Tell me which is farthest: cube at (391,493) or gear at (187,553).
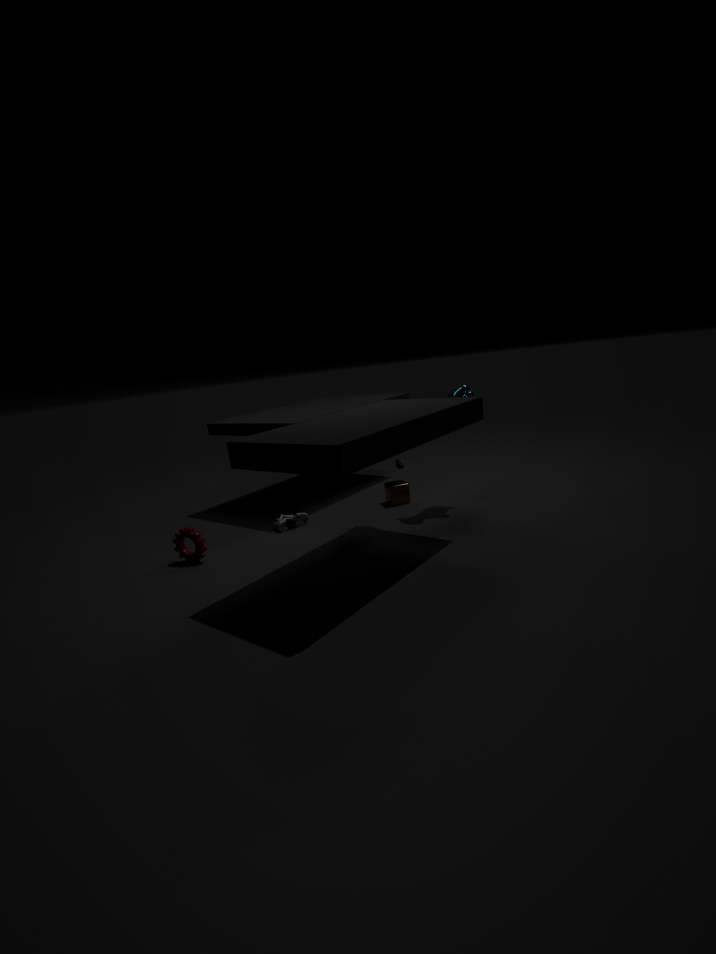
cube at (391,493)
